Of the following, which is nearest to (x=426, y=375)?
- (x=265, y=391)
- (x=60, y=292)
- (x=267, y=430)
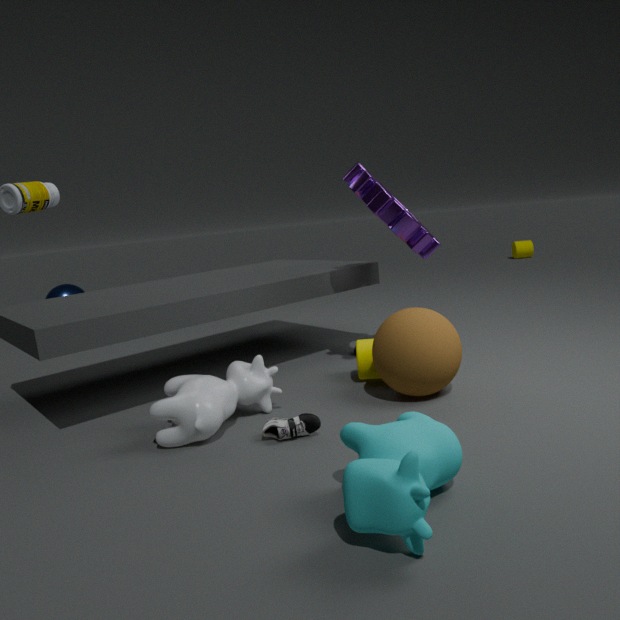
(x=267, y=430)
